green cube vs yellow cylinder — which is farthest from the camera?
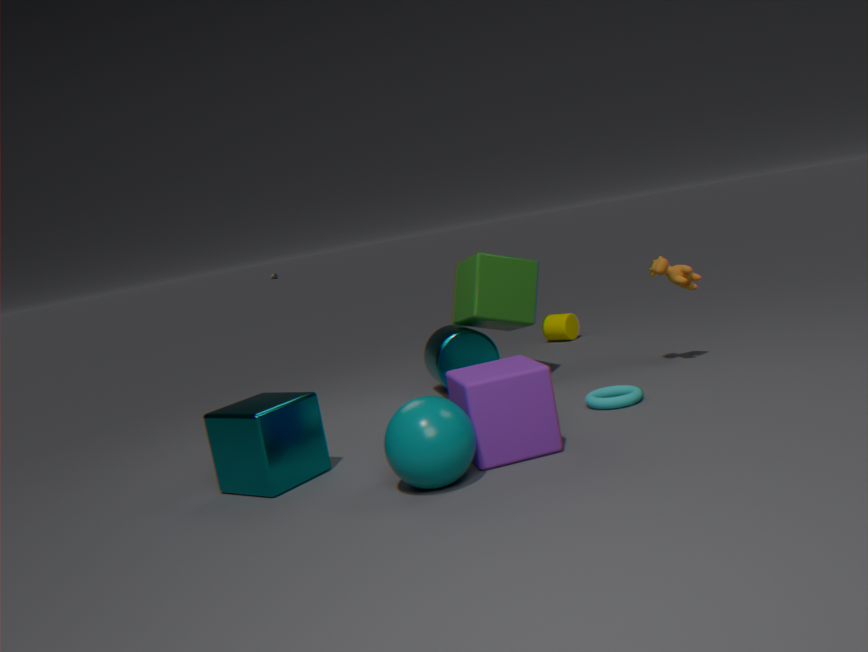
yellow cylinder
